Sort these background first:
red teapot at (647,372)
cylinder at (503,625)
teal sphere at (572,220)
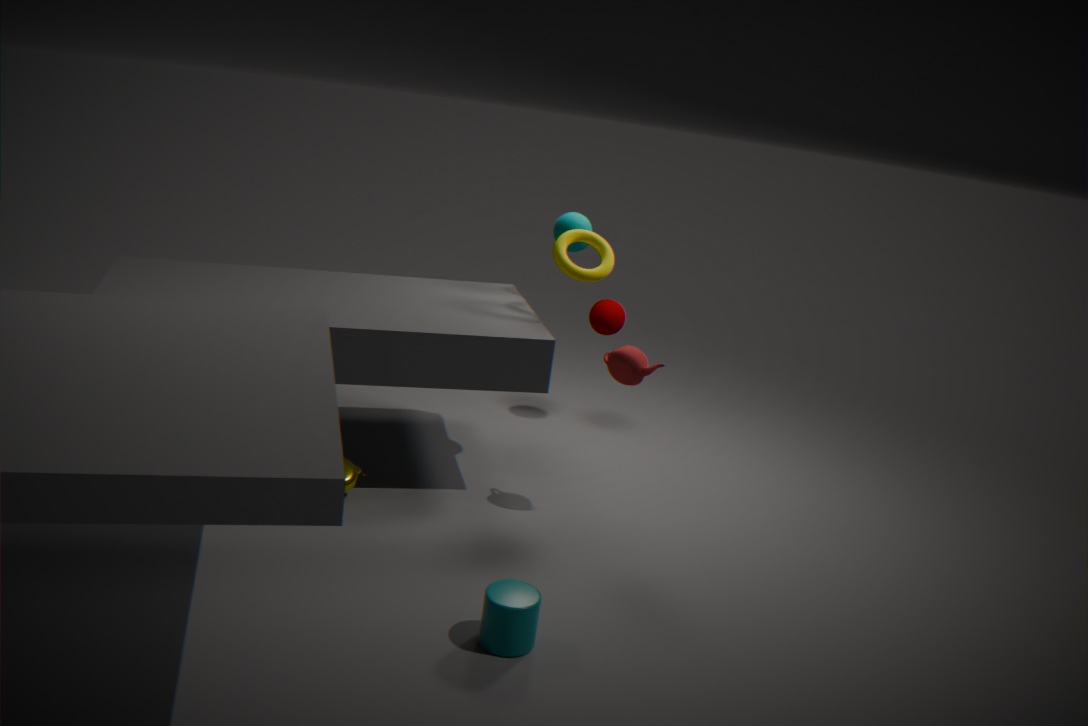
1. teal sphere at (572,220)
2. red teapot at (647,372)
3. cylinder at (503,625)
